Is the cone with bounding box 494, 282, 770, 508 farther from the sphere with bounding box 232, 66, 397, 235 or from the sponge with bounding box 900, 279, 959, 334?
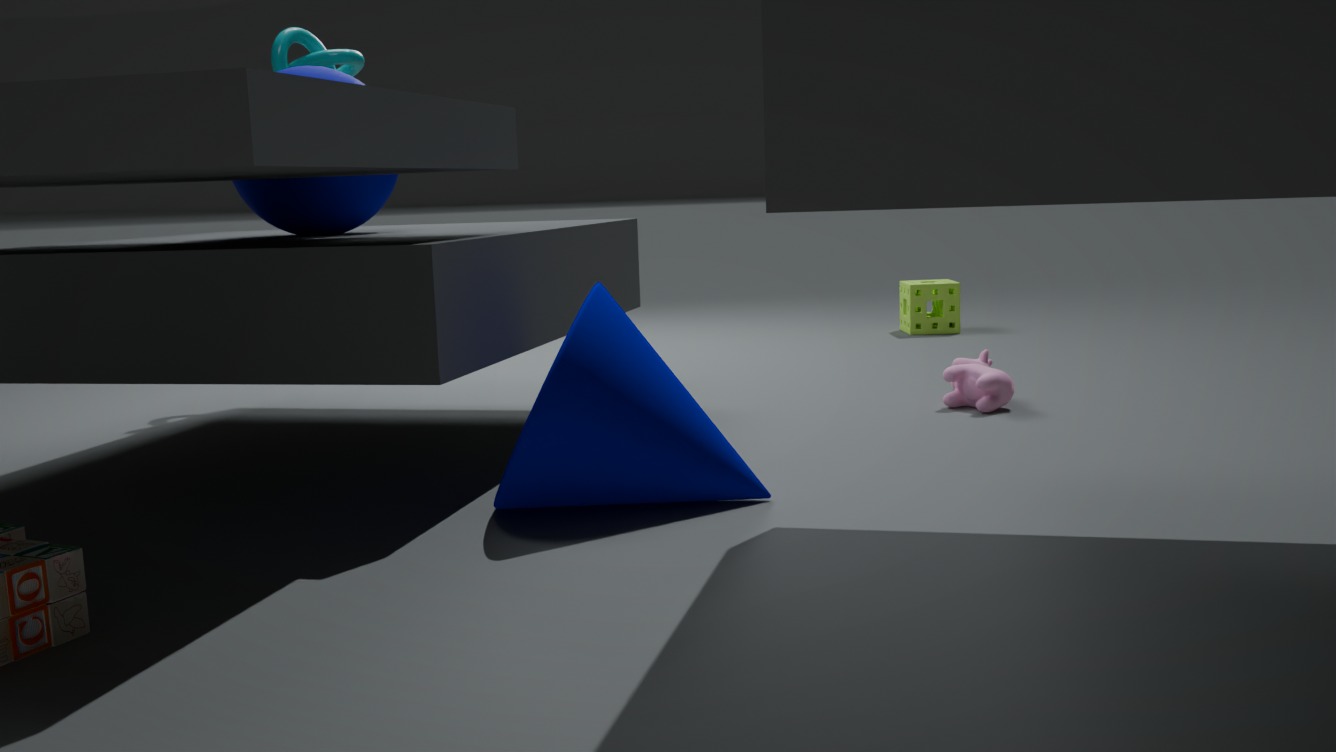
the sponge with bounding box 900, 279, 959, 334
